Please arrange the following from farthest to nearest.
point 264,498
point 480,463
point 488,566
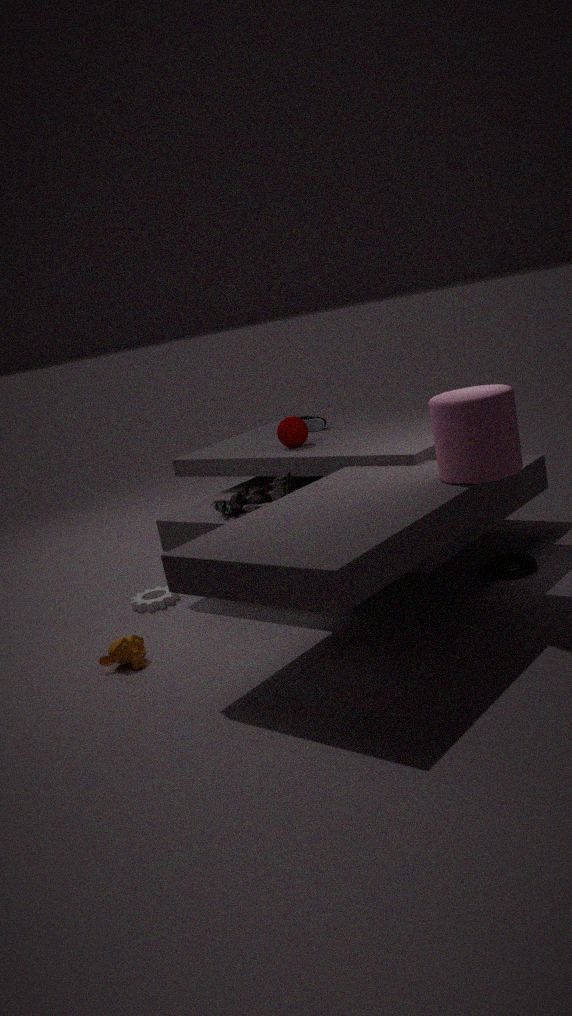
point 264,498, point 488,566, point 480,463
